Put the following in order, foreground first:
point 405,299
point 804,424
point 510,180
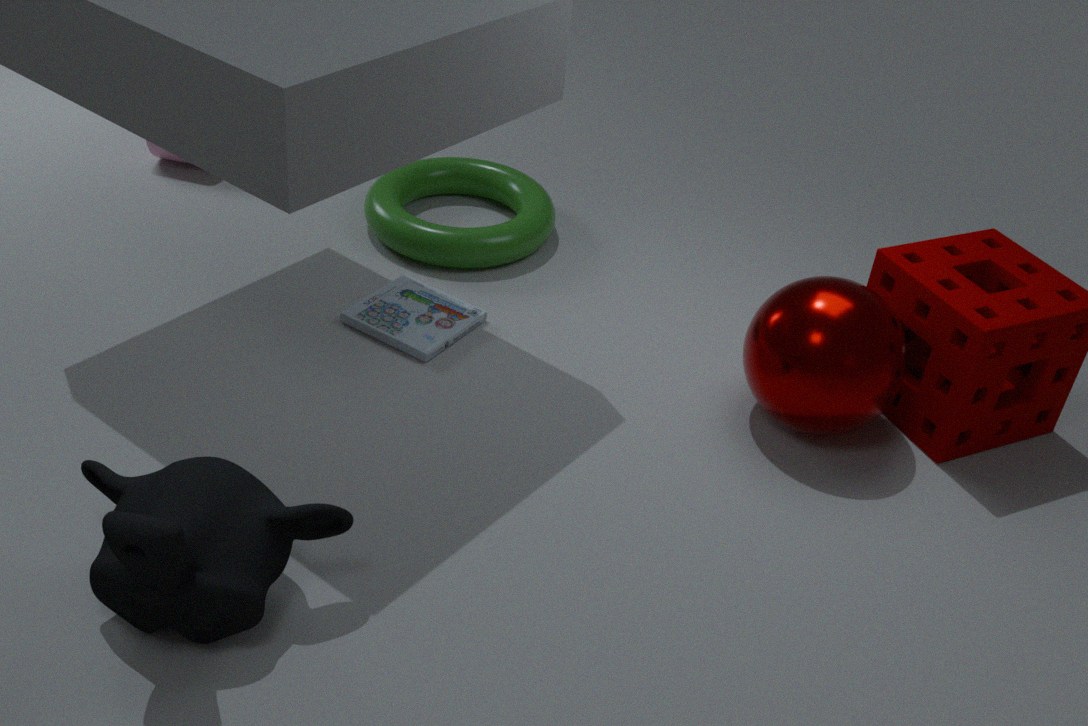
1. point 804,424
2. point 405,299
3. point 510,180
